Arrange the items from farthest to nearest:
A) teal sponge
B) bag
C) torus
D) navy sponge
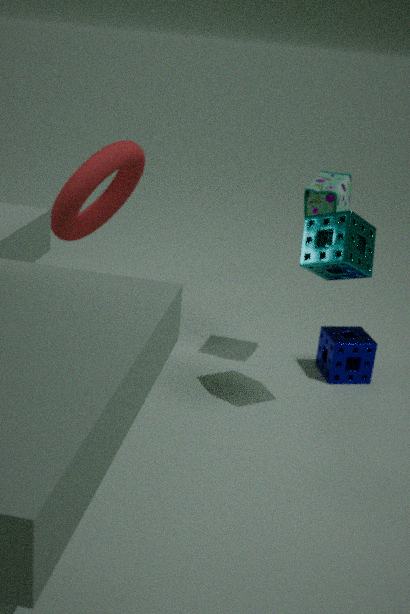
torus → navy sponge → bag → teal sponge
